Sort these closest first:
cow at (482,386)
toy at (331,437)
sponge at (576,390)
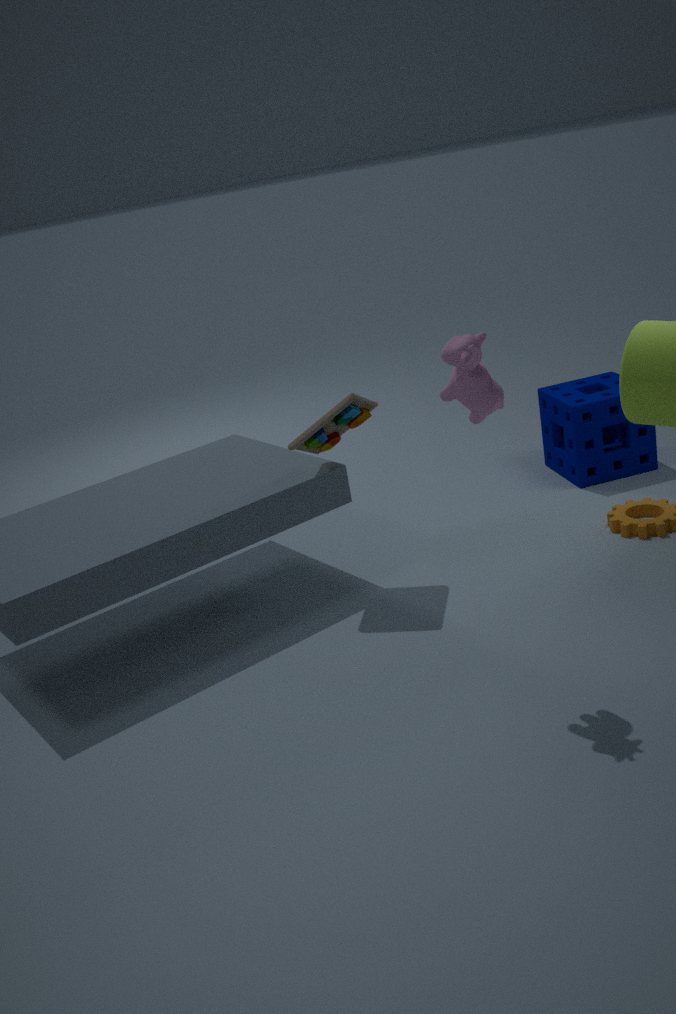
cow at (482,386)
toy at (331,437)
sponge at (576,390)
